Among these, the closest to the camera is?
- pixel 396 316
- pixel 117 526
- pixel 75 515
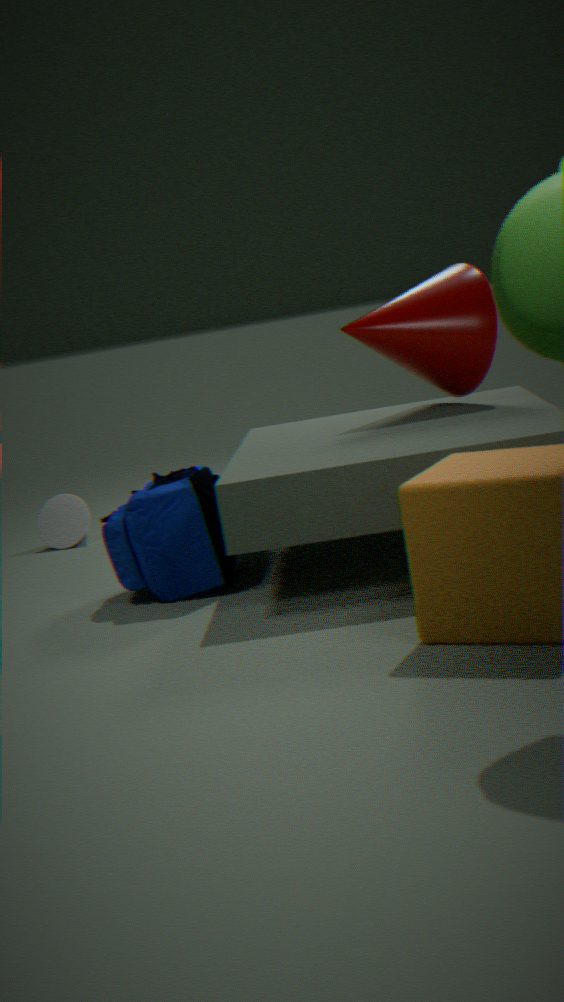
pixel 117 526
